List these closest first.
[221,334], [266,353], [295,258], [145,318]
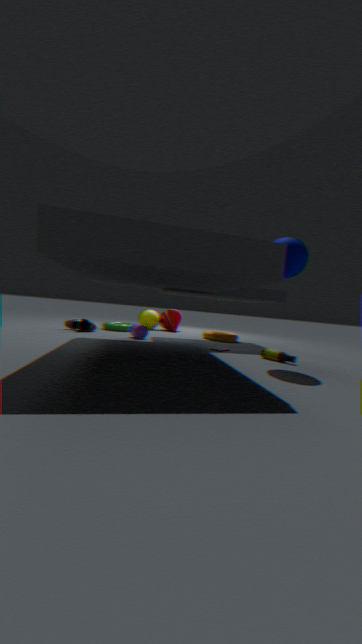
[295,258]
[266,353]
[221,334]
[145,318]
